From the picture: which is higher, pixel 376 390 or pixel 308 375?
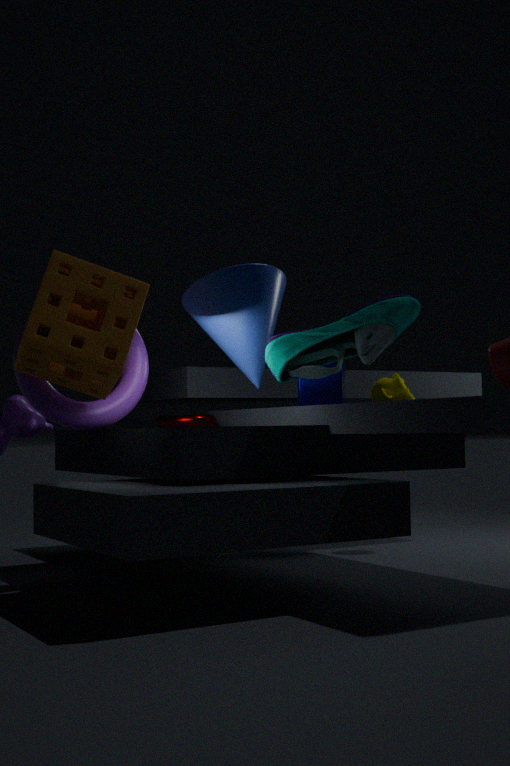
pixel 308 375
